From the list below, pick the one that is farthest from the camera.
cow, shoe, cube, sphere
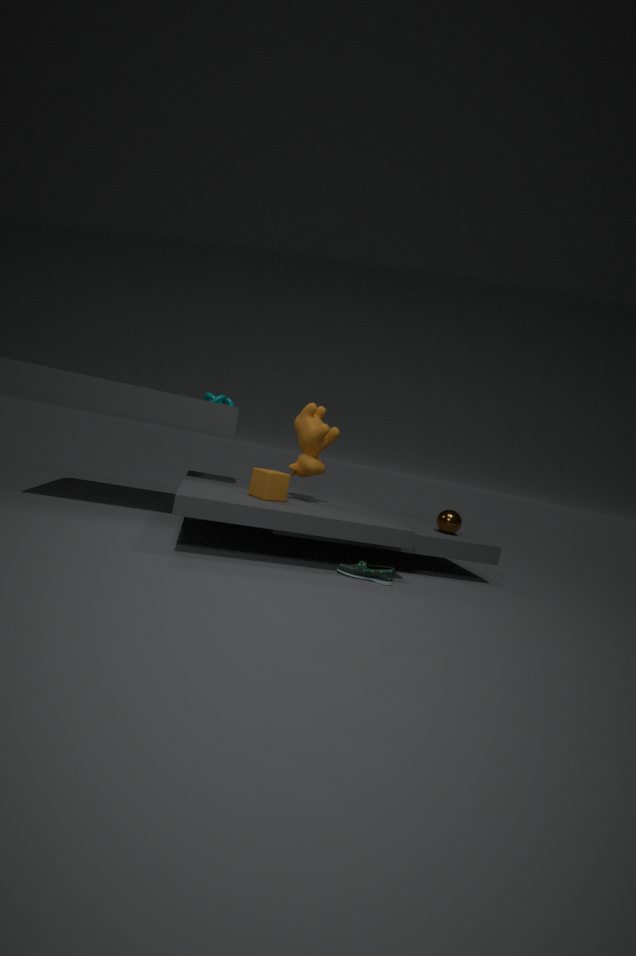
sphere
